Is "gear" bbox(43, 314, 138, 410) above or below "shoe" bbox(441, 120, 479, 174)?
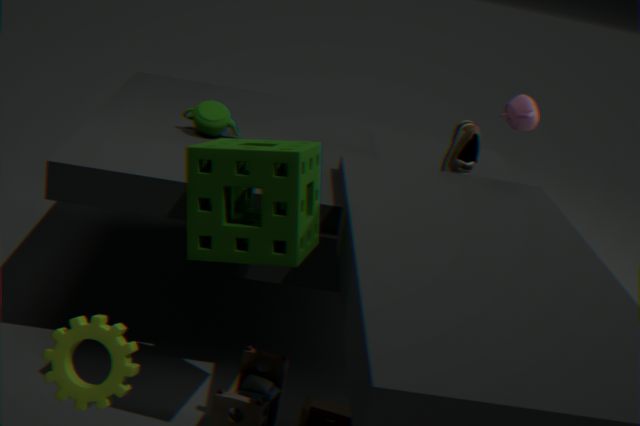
below
